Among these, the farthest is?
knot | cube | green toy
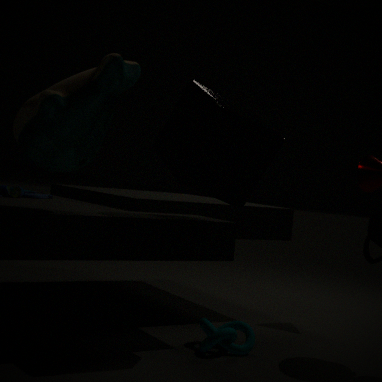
knot
